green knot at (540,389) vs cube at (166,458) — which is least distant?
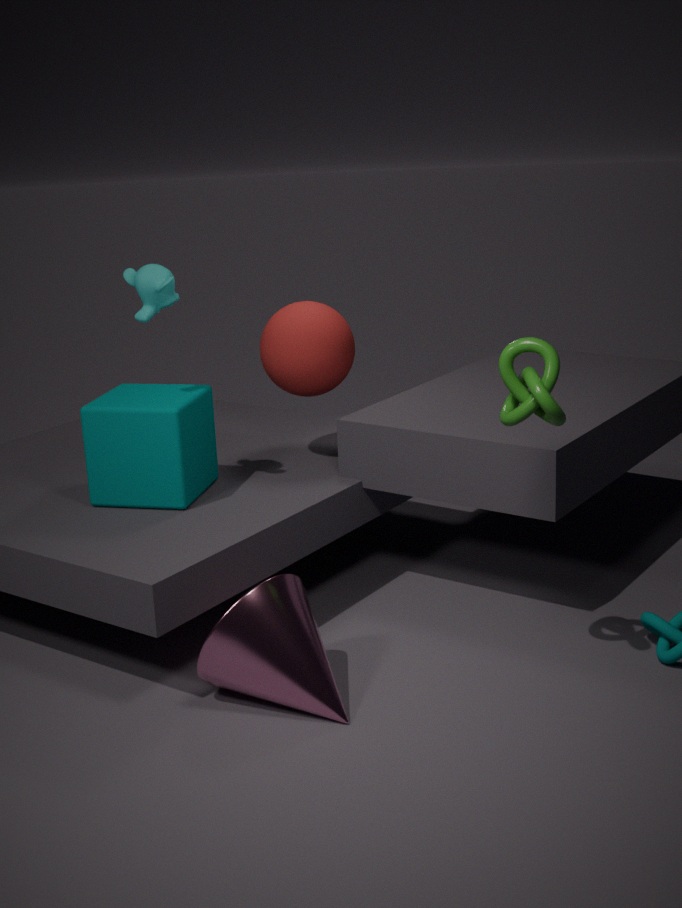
green knot at (540,389)
